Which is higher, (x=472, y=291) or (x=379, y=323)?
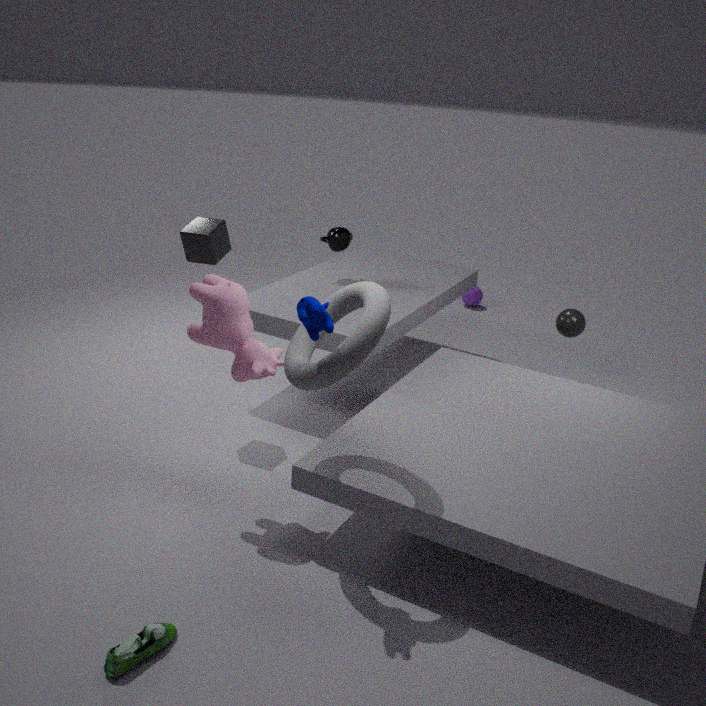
(x=379, y=323)
